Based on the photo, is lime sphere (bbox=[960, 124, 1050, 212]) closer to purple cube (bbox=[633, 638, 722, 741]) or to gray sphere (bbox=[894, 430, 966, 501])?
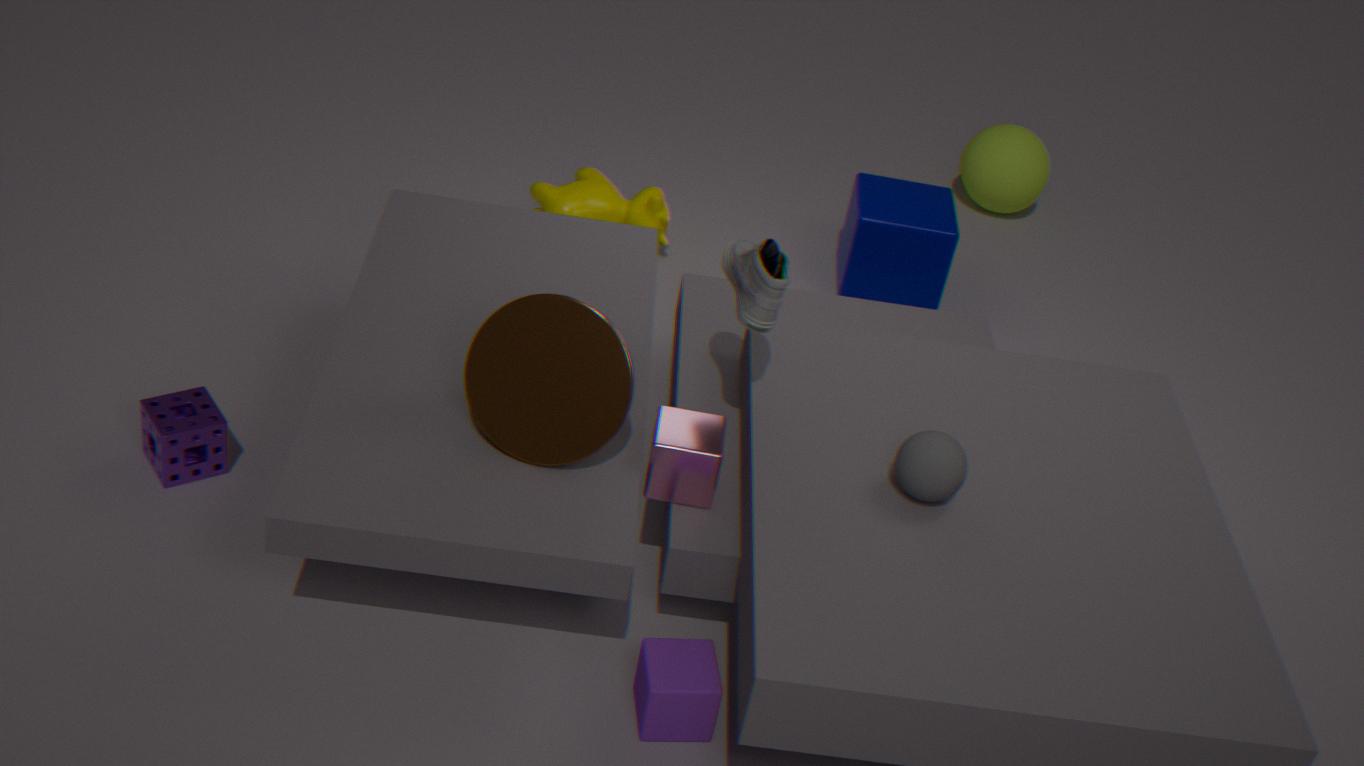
gray sphere (bbox=[894, 430, 966, 501])
